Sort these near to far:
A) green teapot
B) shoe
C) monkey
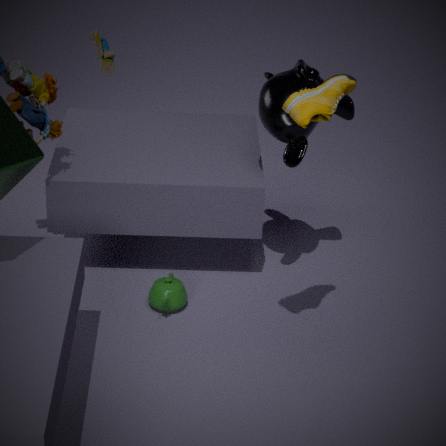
shoe → monkey → green teapot
